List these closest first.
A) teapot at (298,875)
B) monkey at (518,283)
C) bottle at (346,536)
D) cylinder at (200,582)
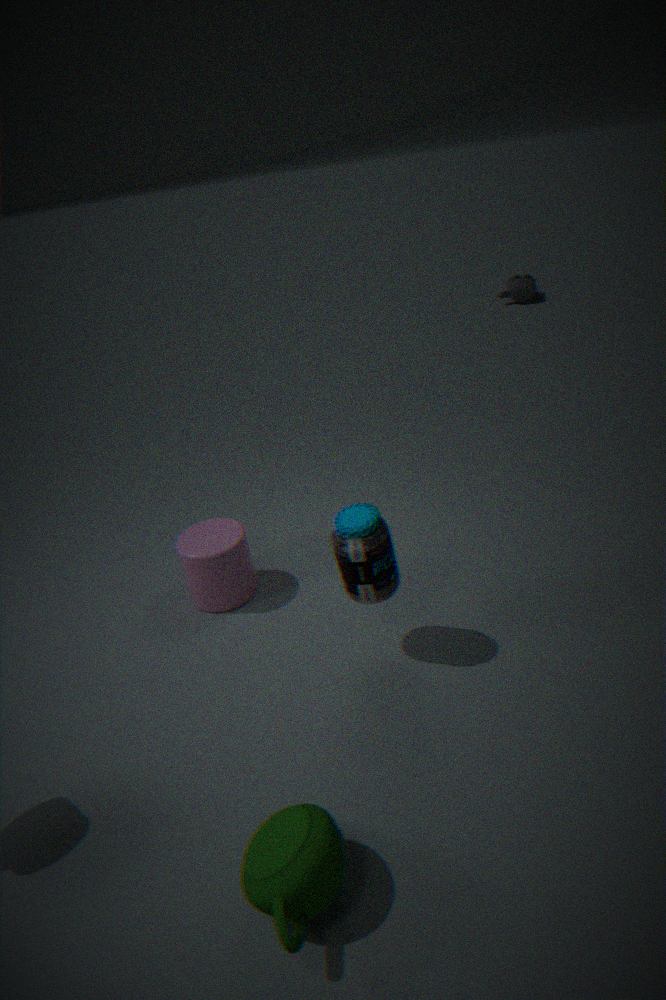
teapot at (298,875)
bottle at (346,536)
cylinder at (200,582)
monkey at (518,283)
